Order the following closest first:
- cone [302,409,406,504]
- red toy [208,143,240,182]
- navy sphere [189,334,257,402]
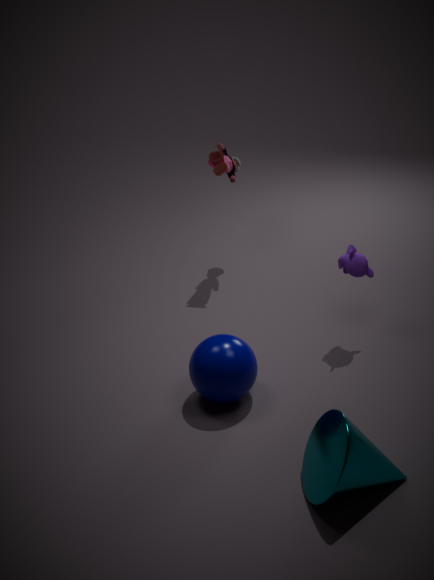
1. cone [302,409,406,504]
2. navy sphere [189,334,257,402]
3. red toy [208,143,240,182]
